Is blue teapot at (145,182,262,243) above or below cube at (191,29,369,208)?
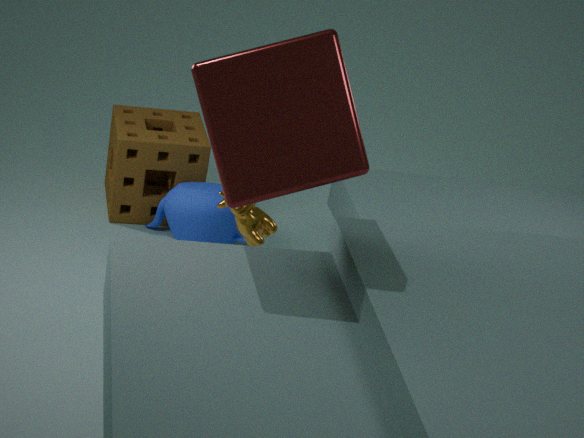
below
